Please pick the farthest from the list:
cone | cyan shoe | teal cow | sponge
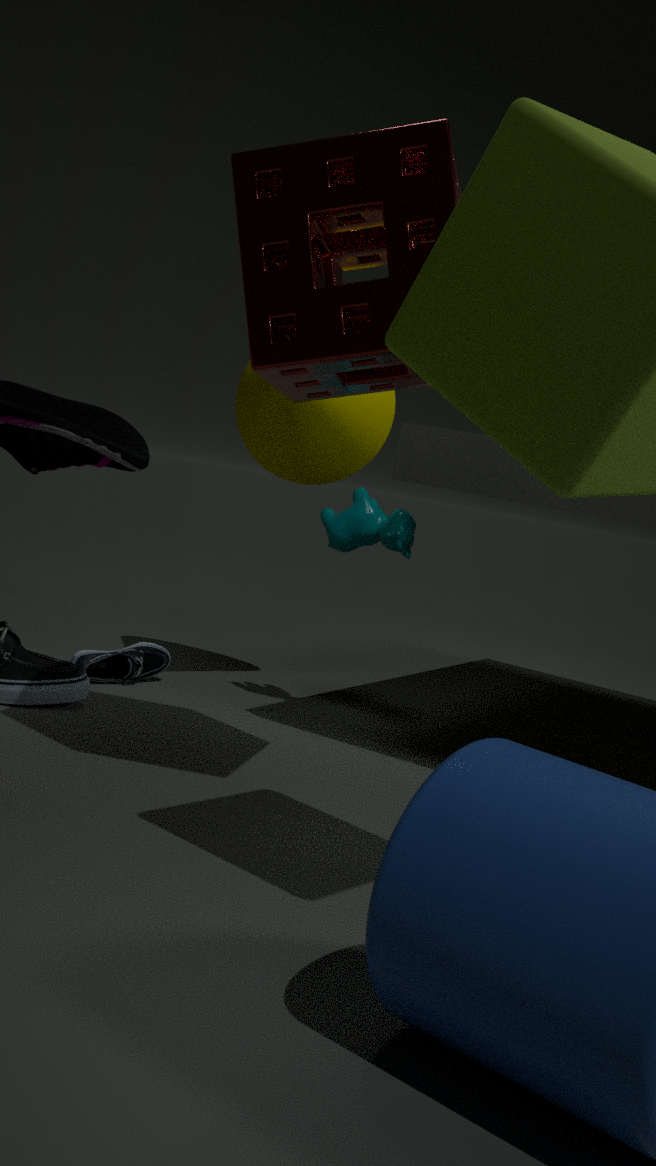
cyan shoe
